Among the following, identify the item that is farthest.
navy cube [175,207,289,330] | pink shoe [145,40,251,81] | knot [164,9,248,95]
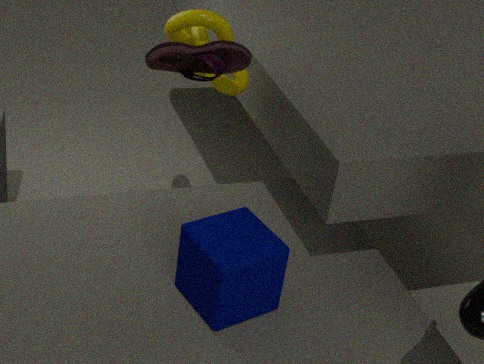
knot [164,9,248,95]
